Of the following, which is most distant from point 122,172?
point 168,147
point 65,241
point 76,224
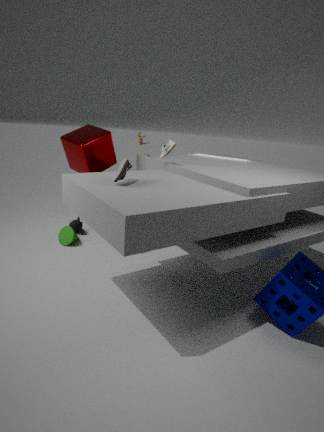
point 76,224
